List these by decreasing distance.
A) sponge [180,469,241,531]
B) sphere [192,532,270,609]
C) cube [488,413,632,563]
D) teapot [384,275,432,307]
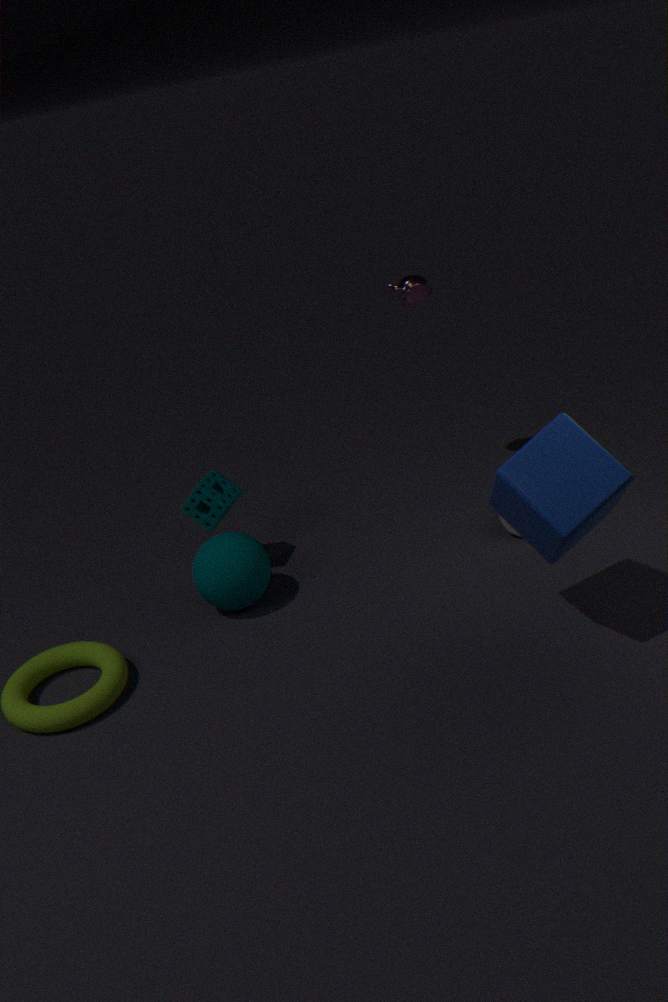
1. teapot [384,275,432,307]
2. sponge [180,469,241,531]
3. sphere [192,532,270,609]
4. cube [488,413,632,563]
